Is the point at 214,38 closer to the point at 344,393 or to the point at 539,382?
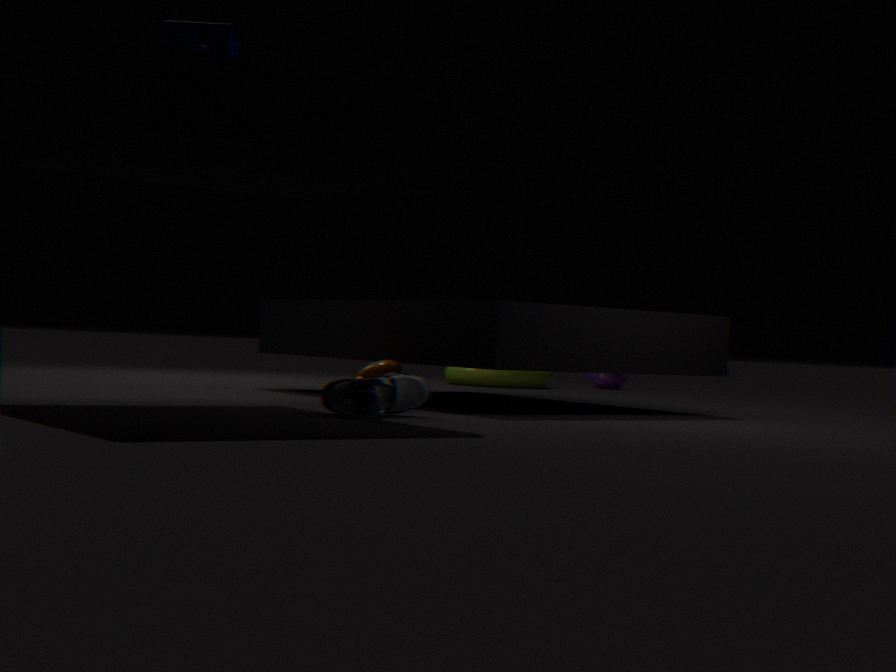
the point at 344,393
